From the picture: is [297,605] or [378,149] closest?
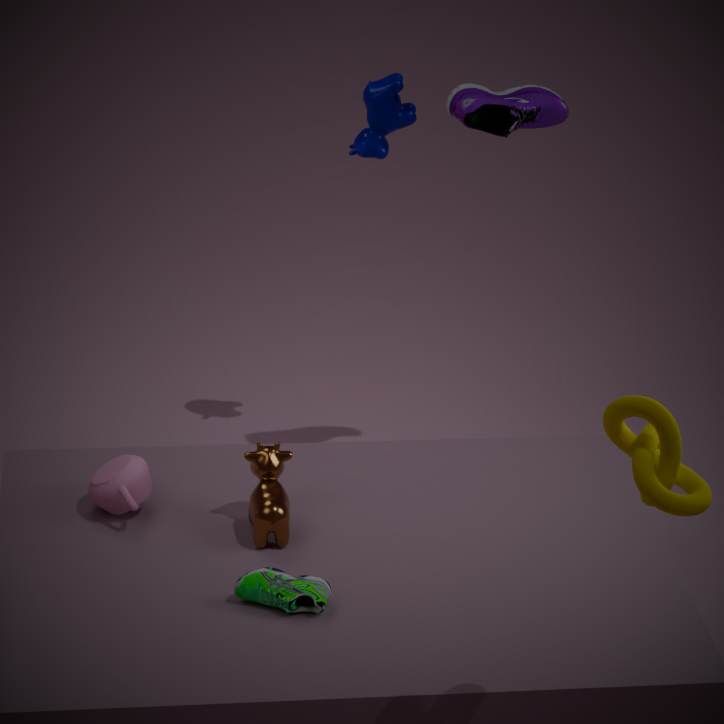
[297,605]
